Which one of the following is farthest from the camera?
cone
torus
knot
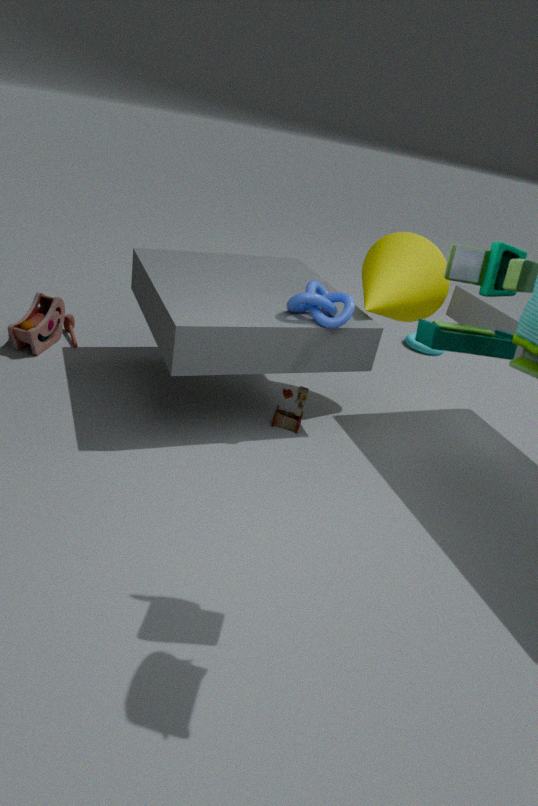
torus
